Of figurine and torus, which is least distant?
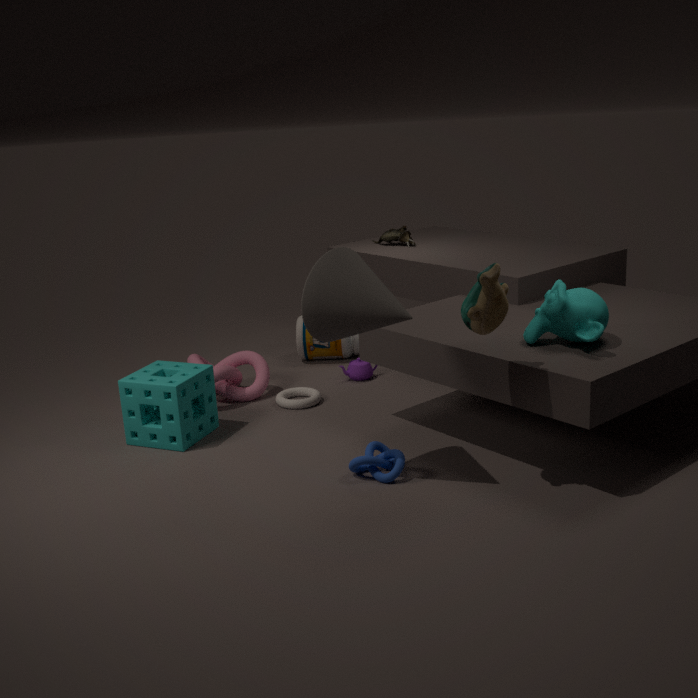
torus
